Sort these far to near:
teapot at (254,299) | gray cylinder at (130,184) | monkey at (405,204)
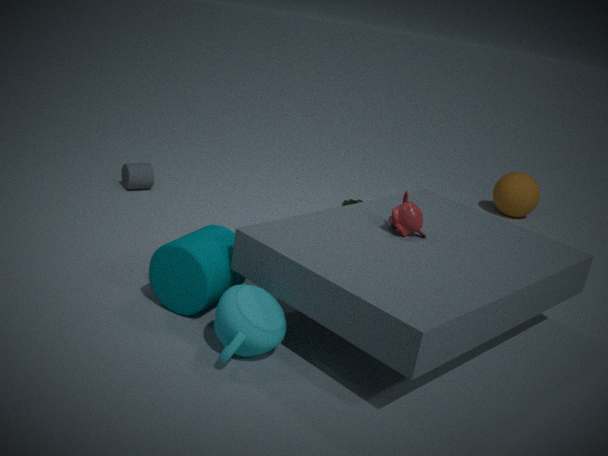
gray cylinder at (130,184) → monkey at (405,204) → teapot at (254,299)
